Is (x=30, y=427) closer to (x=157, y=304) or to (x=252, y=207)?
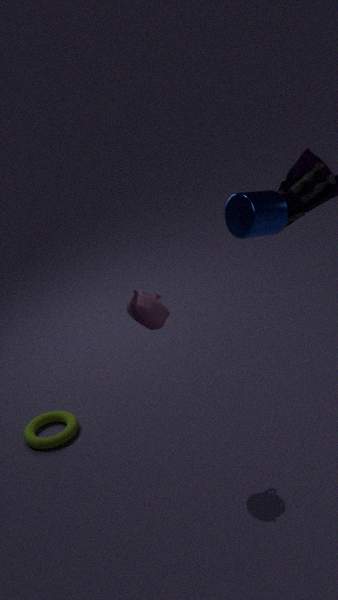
(x=157, y=304)
